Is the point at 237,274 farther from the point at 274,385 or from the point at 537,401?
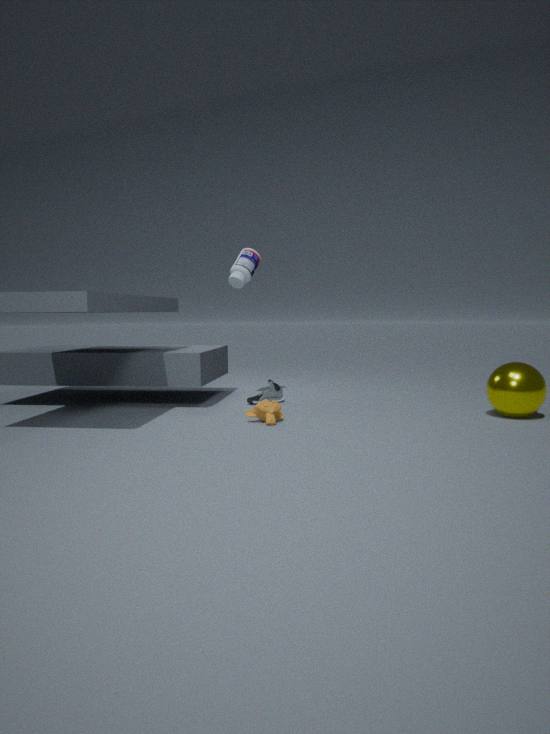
the point at 537,401
